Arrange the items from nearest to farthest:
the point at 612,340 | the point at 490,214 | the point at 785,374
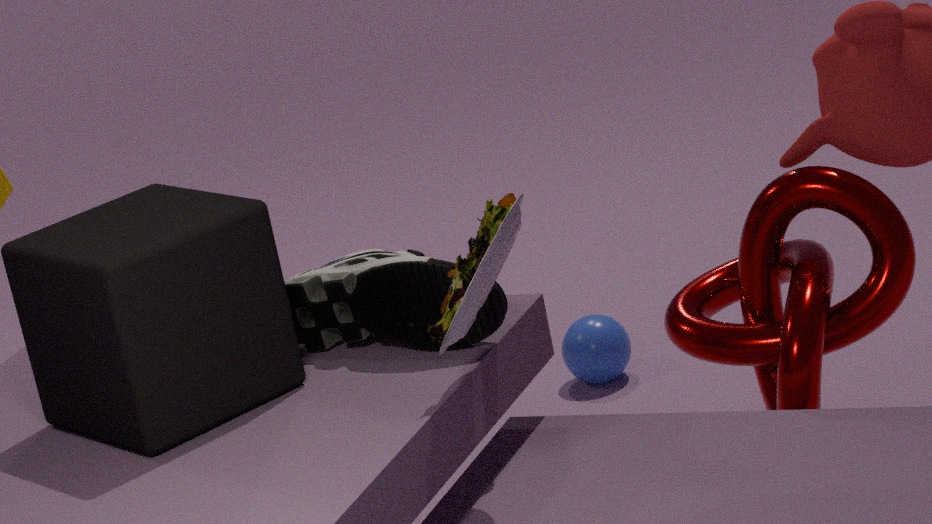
the point at 490,214 < the point at 785,374 < the point at 612,340
